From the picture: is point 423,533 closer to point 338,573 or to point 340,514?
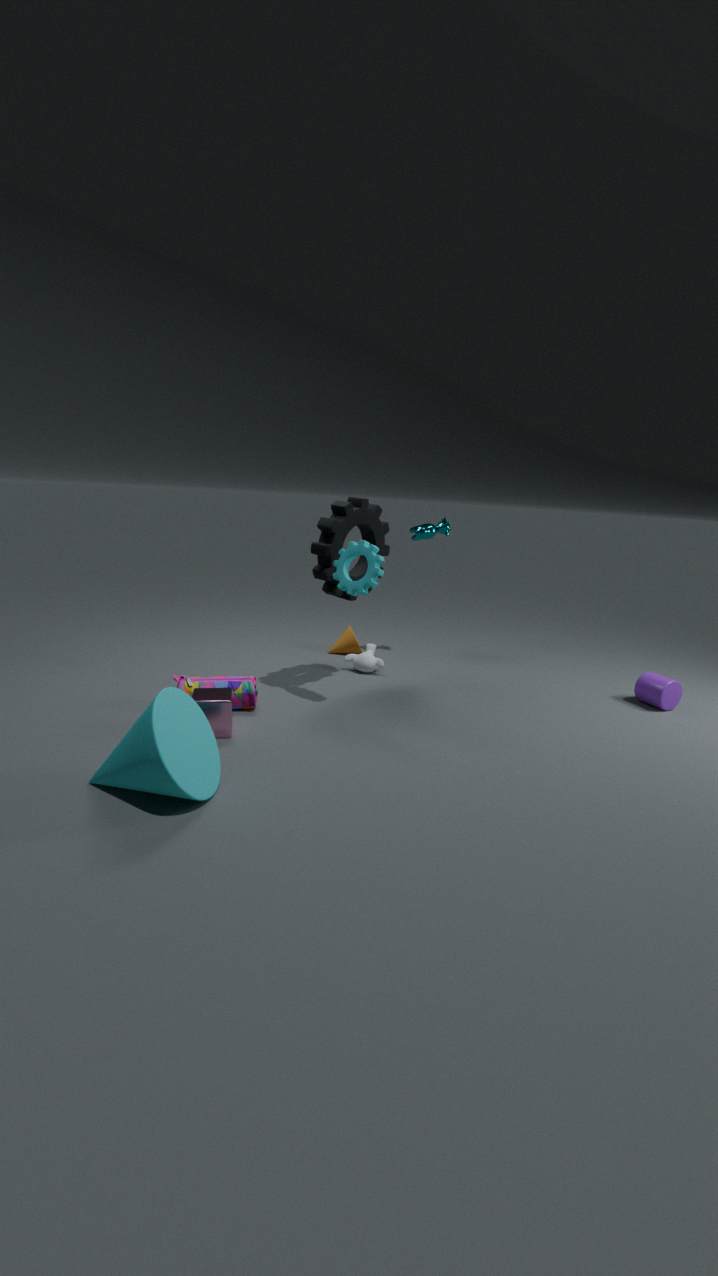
point 340,514
